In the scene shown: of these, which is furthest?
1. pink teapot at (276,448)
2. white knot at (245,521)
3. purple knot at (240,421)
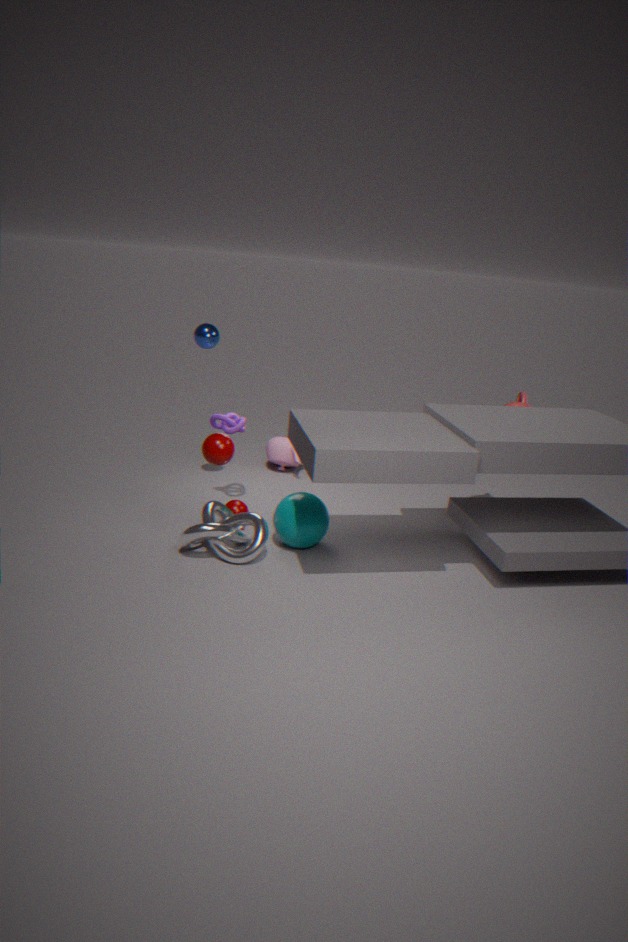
pink teapot at (276,448)
